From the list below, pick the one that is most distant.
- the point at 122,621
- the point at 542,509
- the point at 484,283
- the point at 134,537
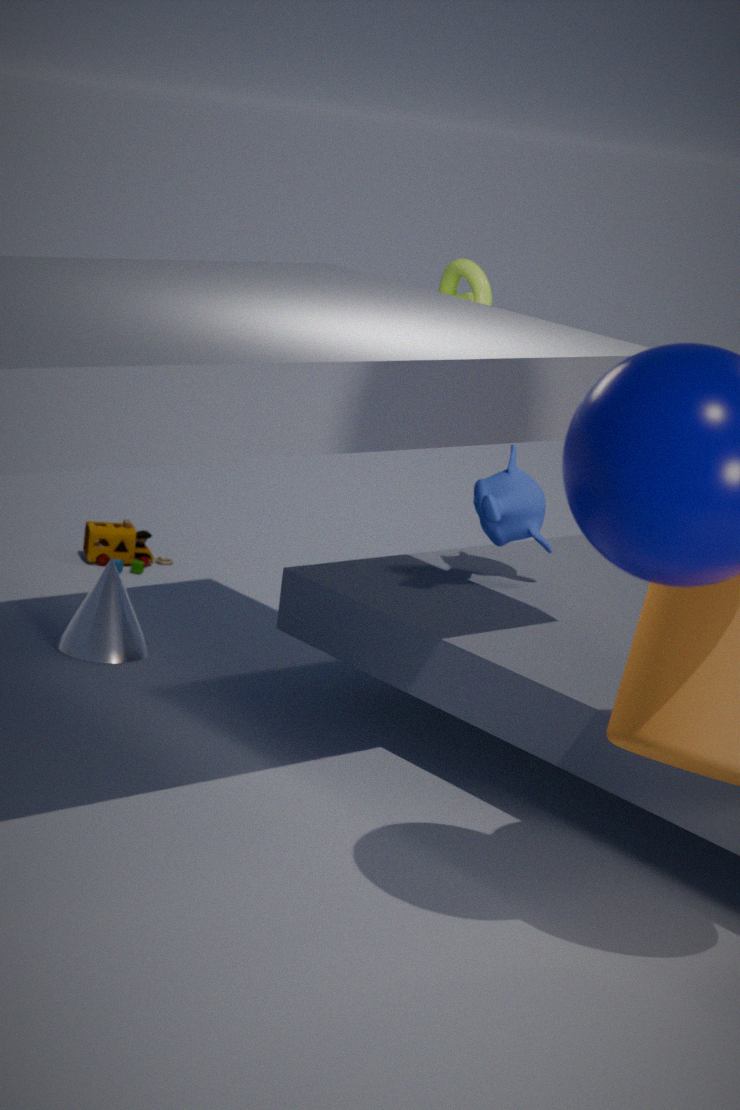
the point at 134,537
